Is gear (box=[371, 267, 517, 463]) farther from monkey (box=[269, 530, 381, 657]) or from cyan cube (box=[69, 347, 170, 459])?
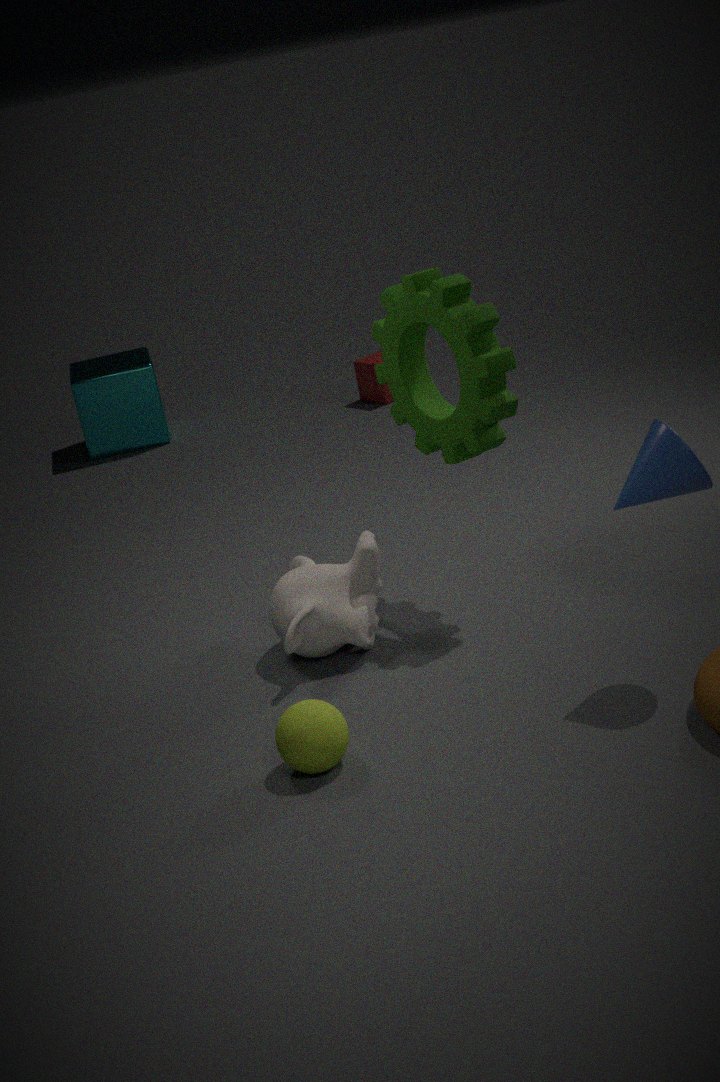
cyan cube (box=[69, 347, 170, 459])
